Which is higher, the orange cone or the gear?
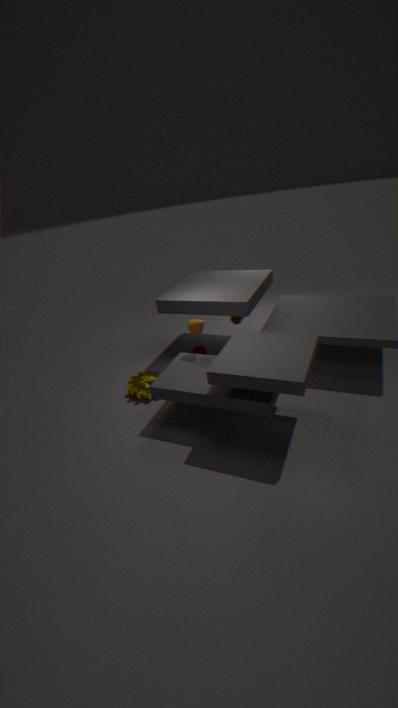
the orange cone
